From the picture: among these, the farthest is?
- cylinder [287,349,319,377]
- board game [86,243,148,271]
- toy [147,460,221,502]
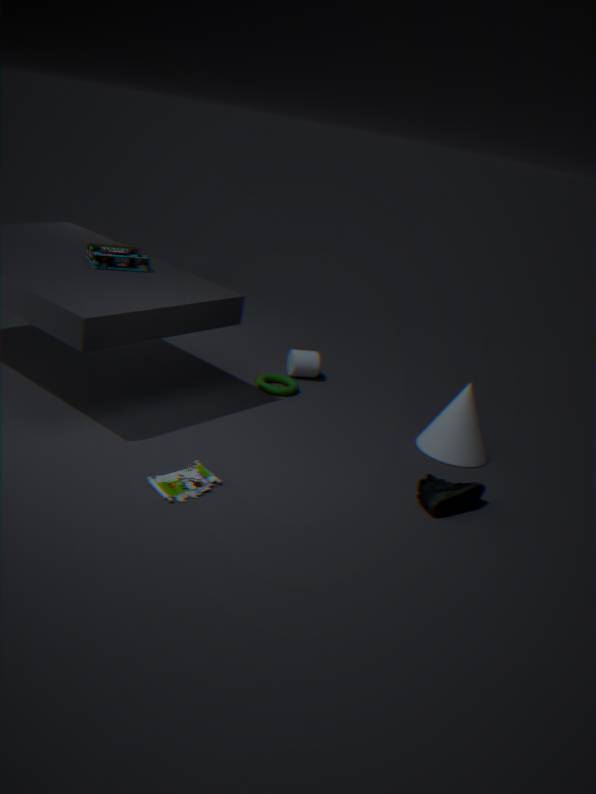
cylinder [287,349,319,377]
